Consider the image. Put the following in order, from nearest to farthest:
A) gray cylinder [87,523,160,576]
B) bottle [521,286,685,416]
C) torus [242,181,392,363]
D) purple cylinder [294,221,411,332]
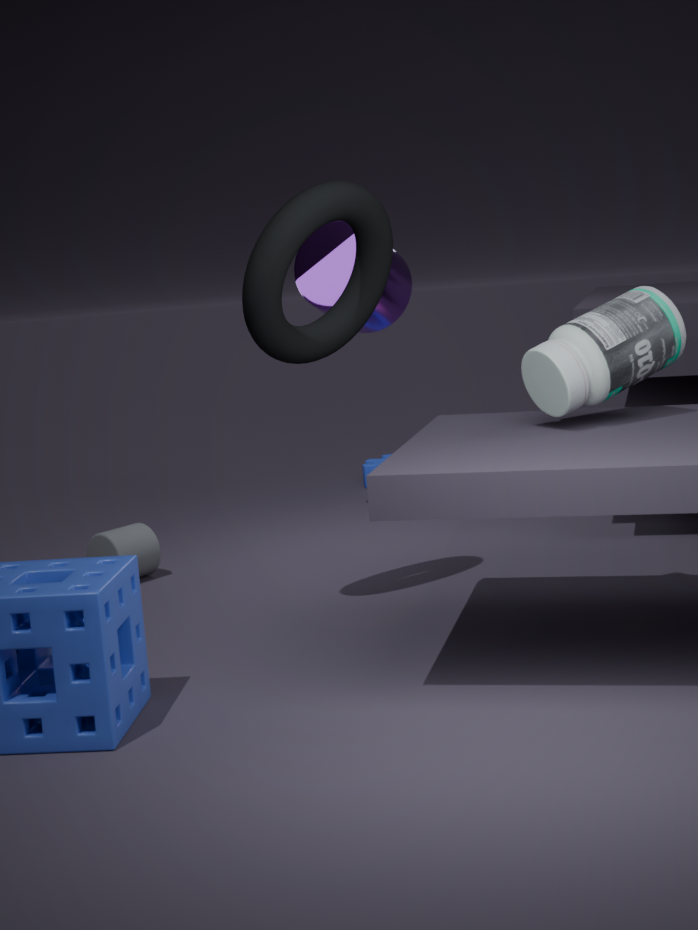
bottle [521,286,685,416] < torus [242,181,392,363] < gray cylinder [87,523,160,576] < purple cylinder [294,221,411,332]
